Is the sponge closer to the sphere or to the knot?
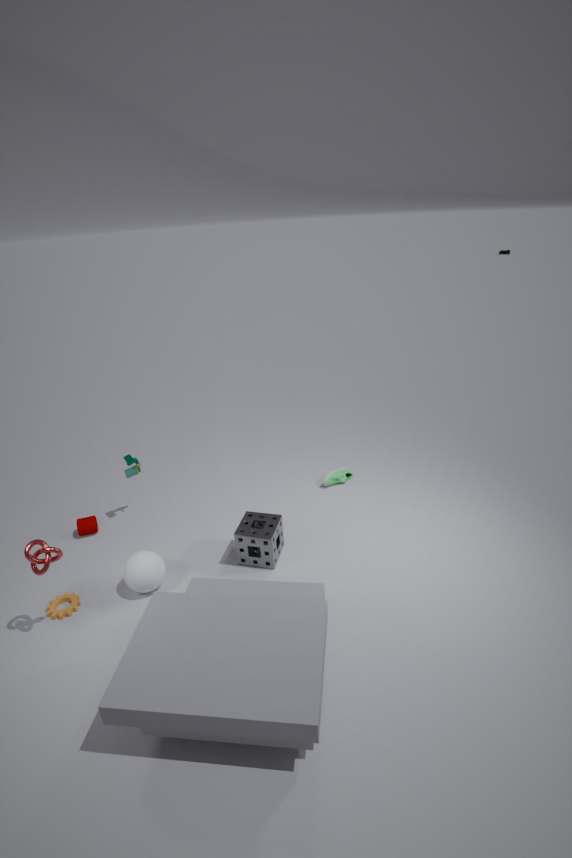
the sphere
